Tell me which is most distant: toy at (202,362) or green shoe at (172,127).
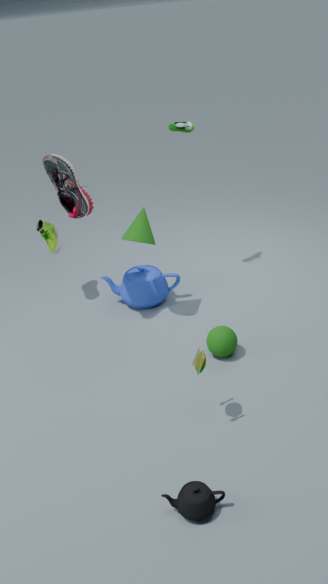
green shoe at (172,127)
